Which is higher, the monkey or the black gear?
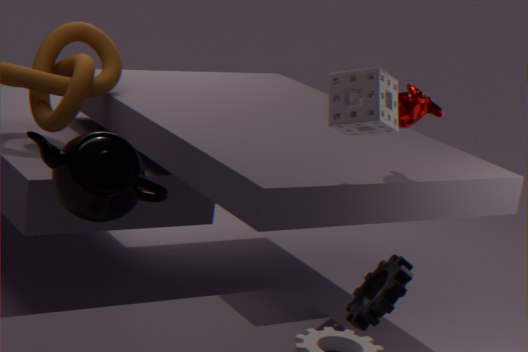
the monkey
